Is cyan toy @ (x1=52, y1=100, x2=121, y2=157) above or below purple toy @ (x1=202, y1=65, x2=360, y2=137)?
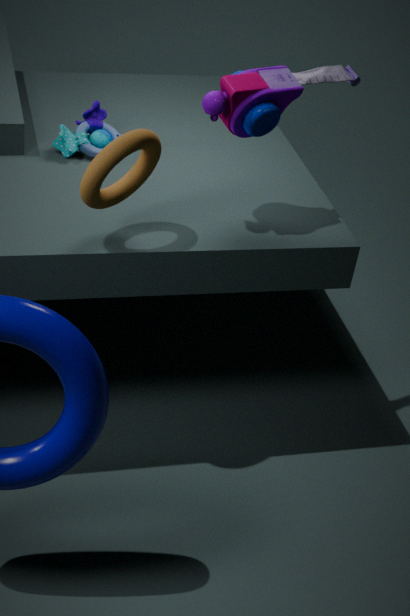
below
